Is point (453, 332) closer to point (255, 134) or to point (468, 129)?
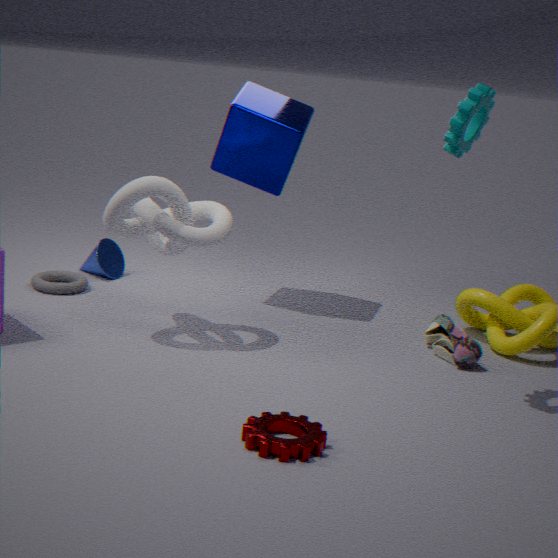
point (468, 129)
